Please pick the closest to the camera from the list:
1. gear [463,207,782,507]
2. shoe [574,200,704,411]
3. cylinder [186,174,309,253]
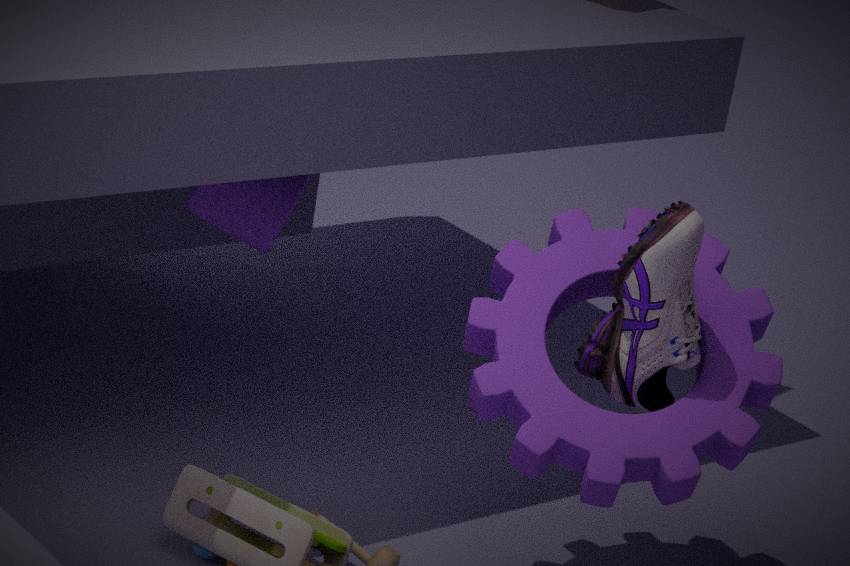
shoe [574,200,704,411]
